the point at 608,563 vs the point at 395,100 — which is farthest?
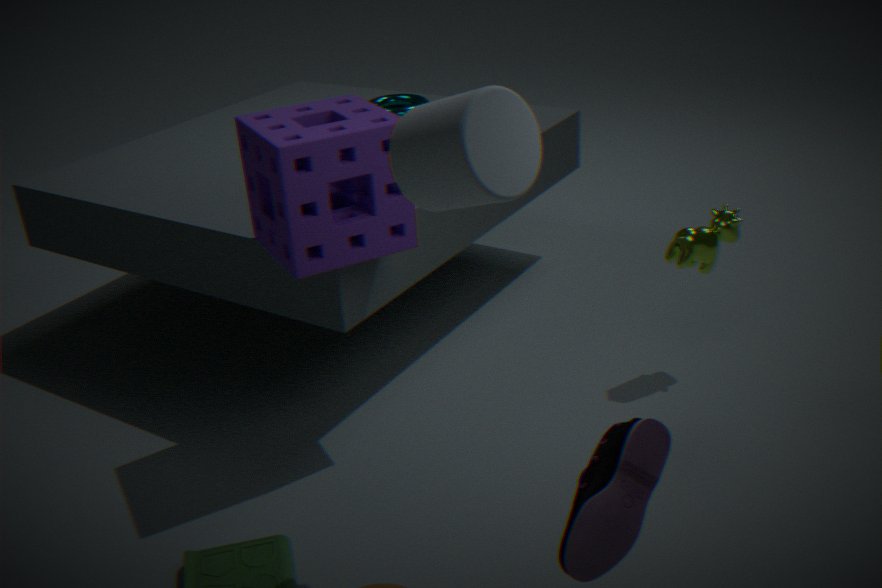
the point at 395,100
